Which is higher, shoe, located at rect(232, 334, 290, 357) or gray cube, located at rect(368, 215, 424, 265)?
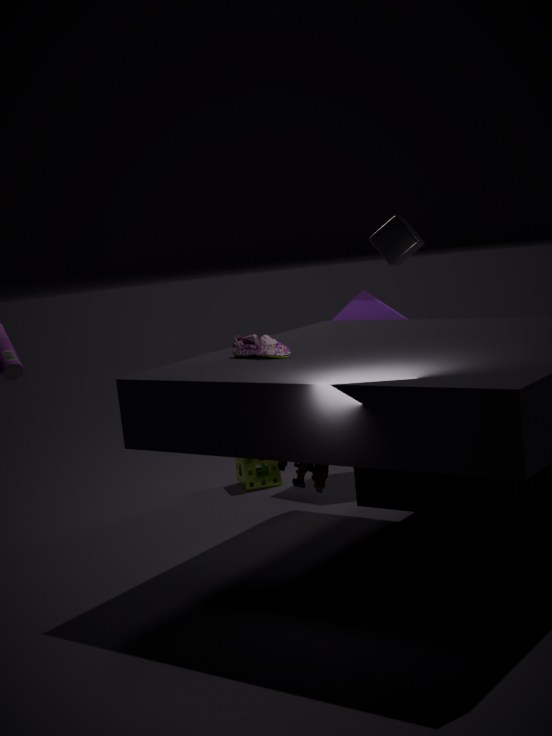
gray cube, located at rect(368, 215, 424, 265)
